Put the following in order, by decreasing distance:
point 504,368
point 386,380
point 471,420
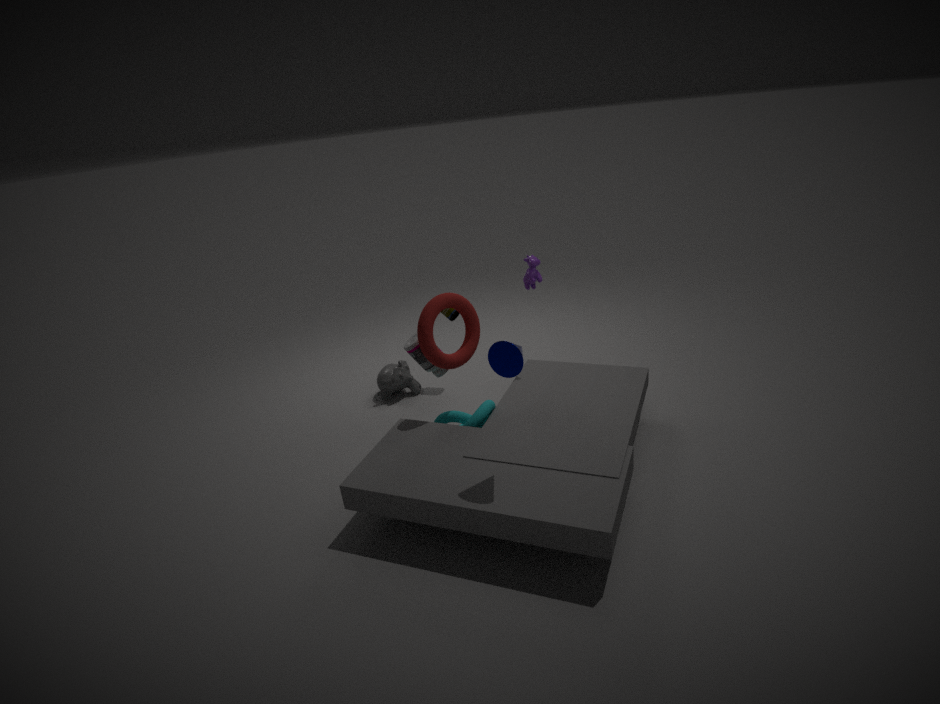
point 386,380
point 471,420
point 504,368
